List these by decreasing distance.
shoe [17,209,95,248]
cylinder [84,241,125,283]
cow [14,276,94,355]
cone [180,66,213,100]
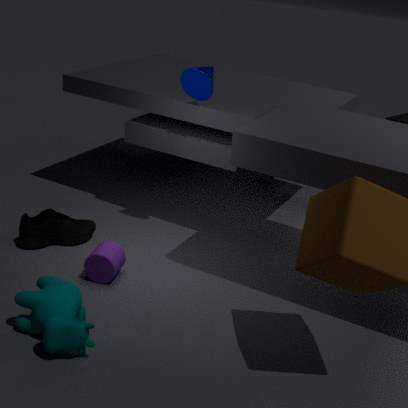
shoe [17,209,95,248] → cone [180,66,213,100] → cylinder [84,241,125,283] → cow [14,276,94,355]
